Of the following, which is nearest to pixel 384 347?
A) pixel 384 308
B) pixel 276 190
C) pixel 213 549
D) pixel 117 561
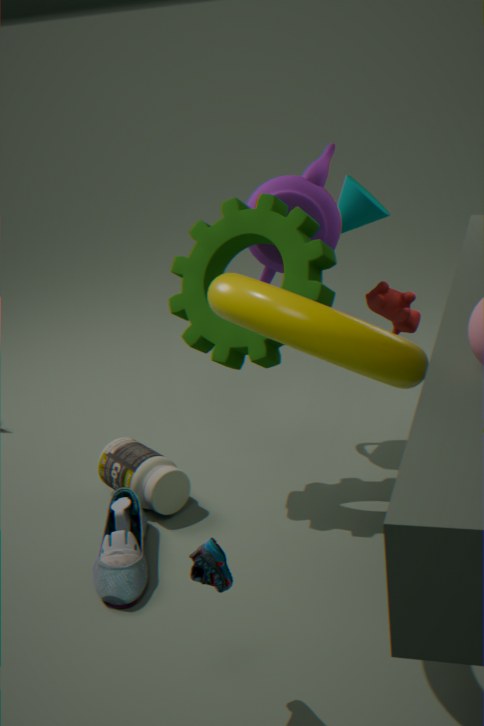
pixel 213 549
